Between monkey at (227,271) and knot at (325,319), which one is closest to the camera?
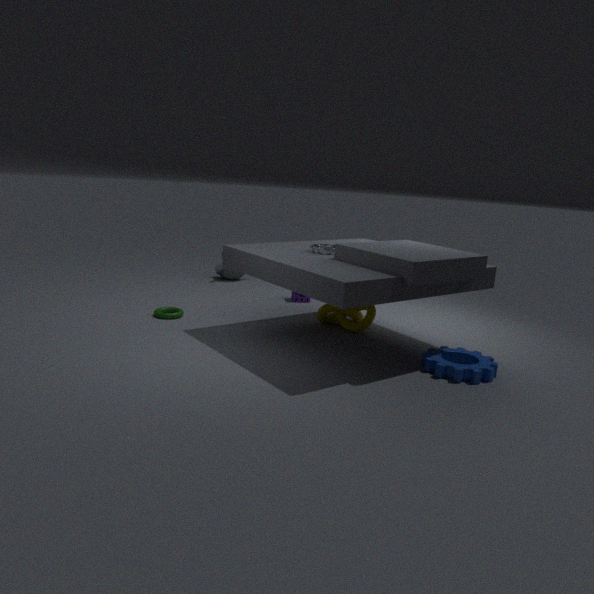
knot at (325,319)
